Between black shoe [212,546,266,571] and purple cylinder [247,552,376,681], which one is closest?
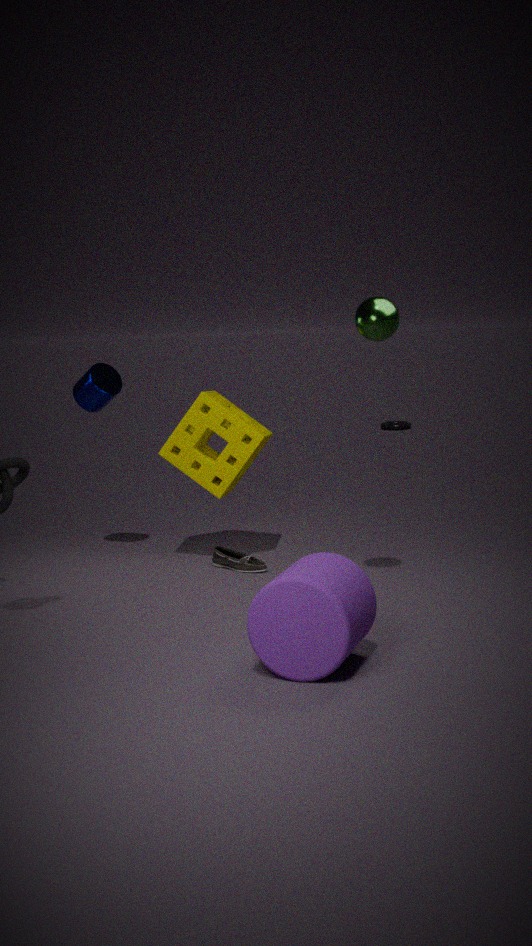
purple cylinder [247,552,376,681]
